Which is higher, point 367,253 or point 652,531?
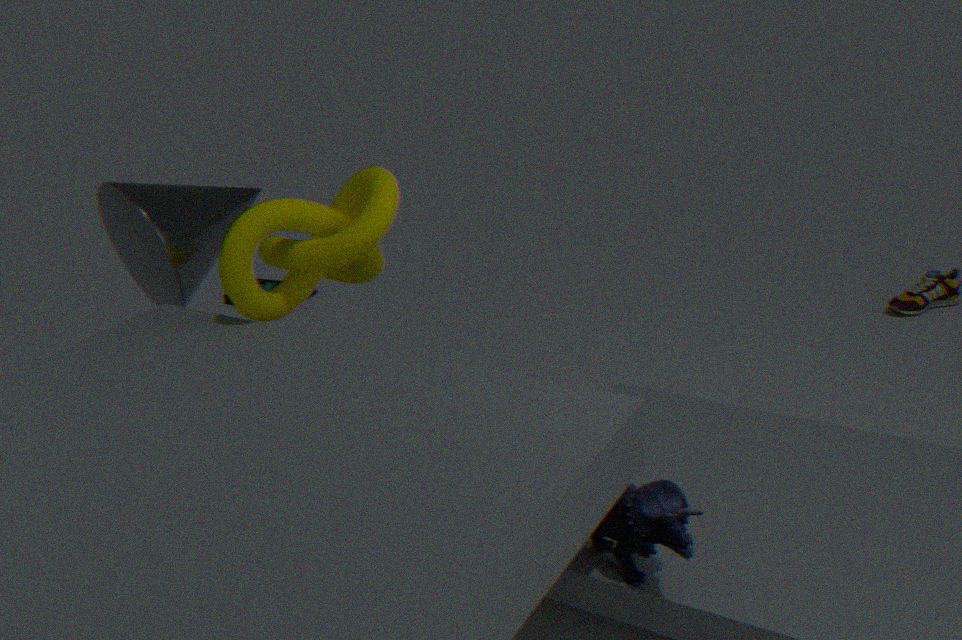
point 367,253
